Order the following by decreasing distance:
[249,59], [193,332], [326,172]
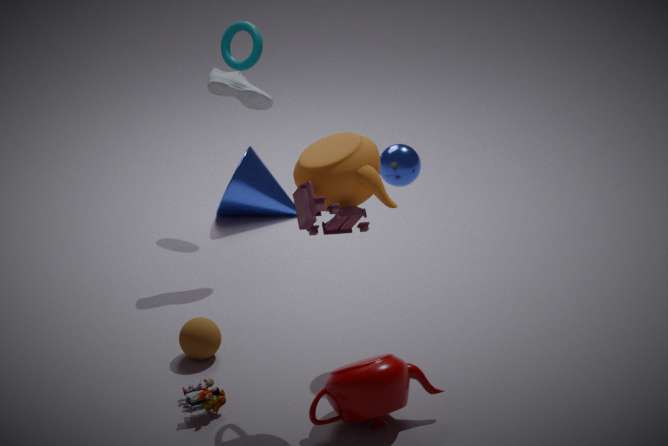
1. [249,59]
2. [193,332]
3. [326,172]
